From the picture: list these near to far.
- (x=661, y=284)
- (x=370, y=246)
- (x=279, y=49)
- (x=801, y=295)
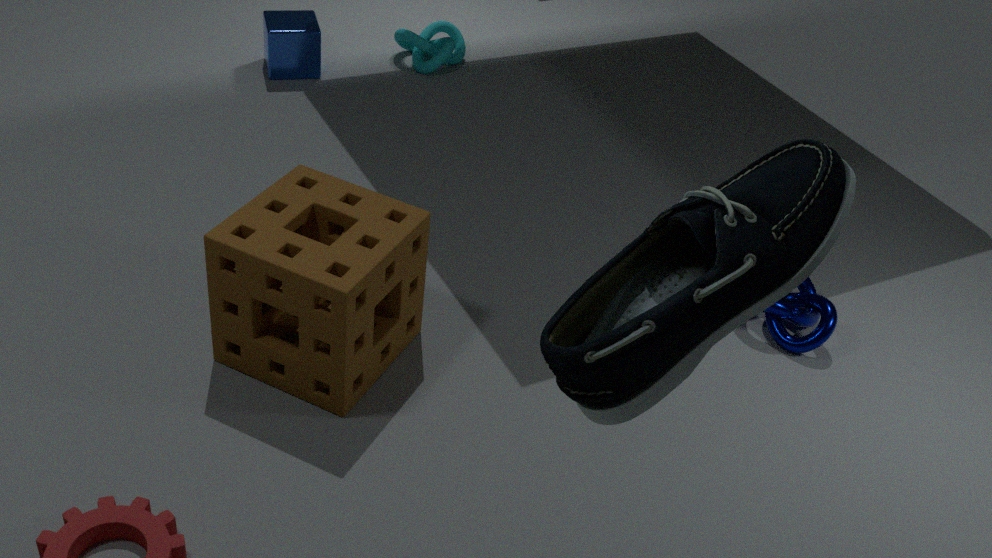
(x=661, y=284)
(x=370, y=246)
(x=801, y=295)
(x=279, y=49)
